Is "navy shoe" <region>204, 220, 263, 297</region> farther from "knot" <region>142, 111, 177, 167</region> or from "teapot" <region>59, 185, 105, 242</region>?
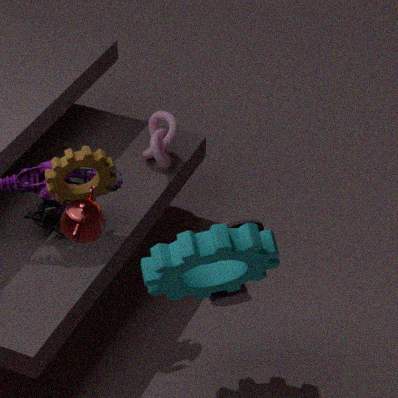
"teapot" <region>59, 185, 105, 242</region>
